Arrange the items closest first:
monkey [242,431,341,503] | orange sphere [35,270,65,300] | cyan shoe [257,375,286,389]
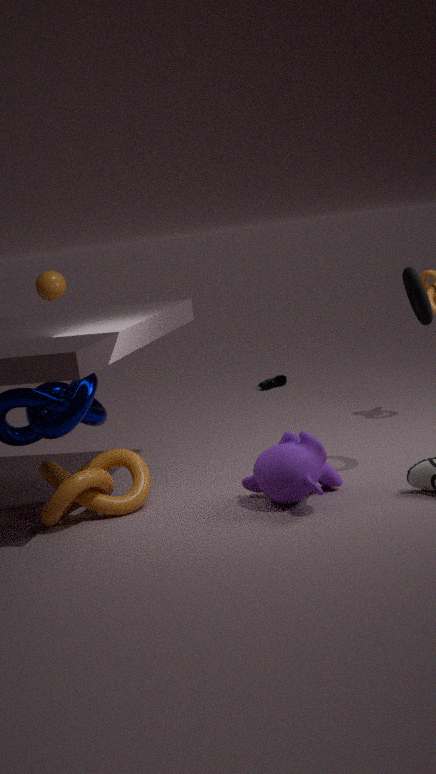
monkey [242,431,341,503], orange sphere [35,270,65,300], cyan shoe [257,375,286,389]
